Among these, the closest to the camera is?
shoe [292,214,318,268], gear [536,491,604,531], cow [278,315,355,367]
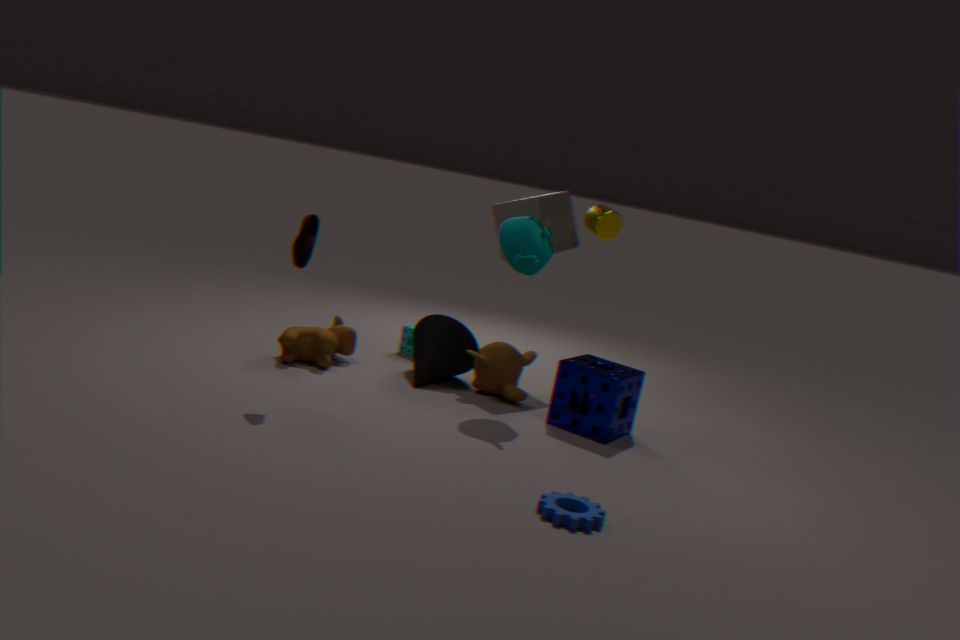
gear [536,491,604,531]
